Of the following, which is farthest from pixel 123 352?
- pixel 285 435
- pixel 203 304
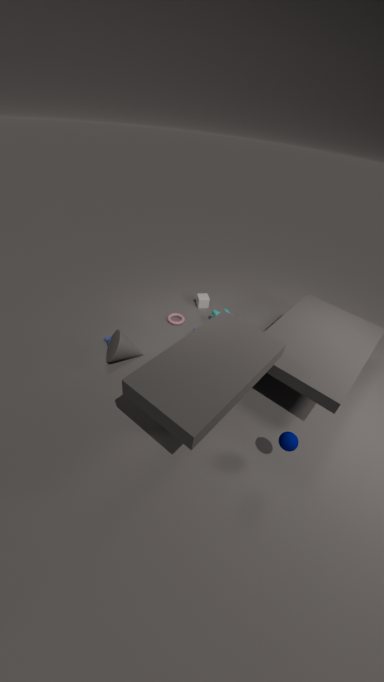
pixel 285 435
